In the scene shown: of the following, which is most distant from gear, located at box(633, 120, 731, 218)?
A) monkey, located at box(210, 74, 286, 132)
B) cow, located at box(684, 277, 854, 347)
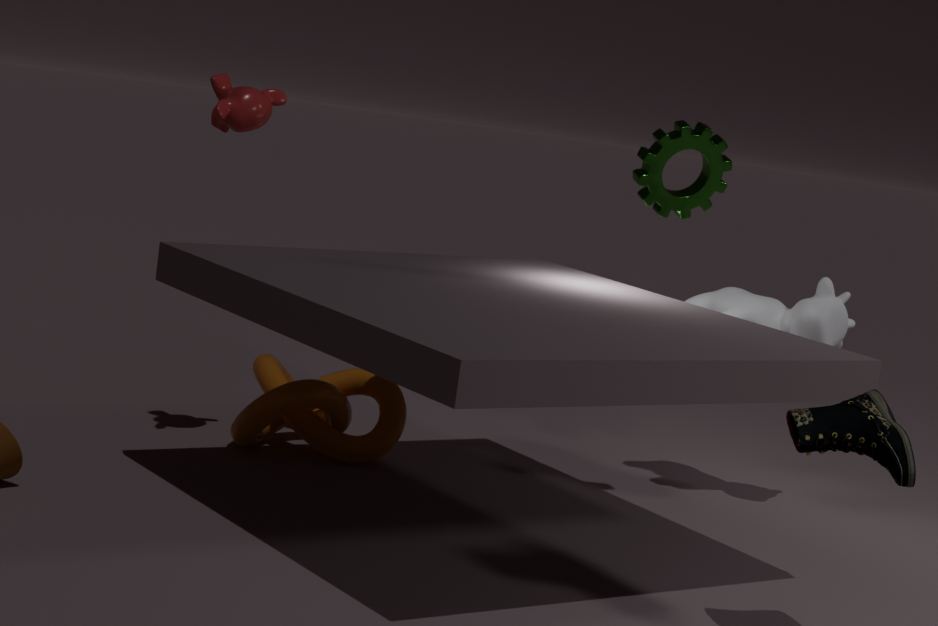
monkey, located at box(210, 74, 286, 132)
